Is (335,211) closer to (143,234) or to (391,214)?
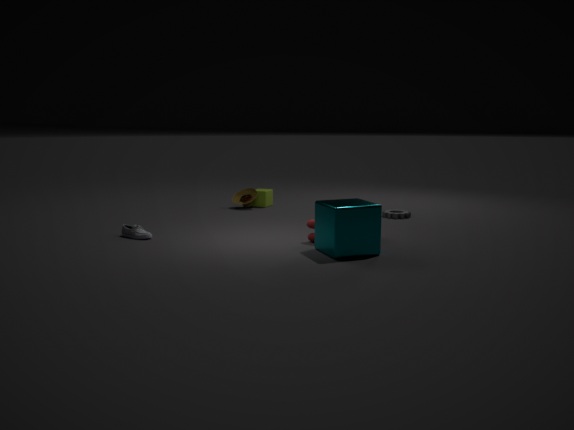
(391,214)
